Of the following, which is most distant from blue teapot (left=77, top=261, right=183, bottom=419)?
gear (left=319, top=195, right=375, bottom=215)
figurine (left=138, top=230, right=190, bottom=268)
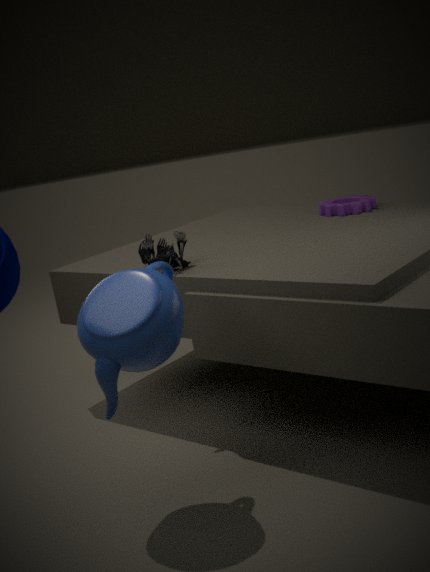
gear (left=319, top=195, right=375, bottom=215)
